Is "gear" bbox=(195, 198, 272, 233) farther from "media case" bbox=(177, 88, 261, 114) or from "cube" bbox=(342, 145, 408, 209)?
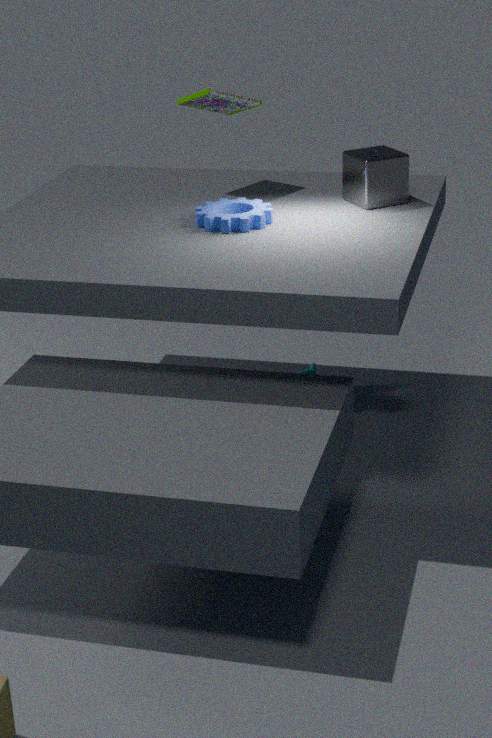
"media case" bbox=(177, 88, 261, 114)
